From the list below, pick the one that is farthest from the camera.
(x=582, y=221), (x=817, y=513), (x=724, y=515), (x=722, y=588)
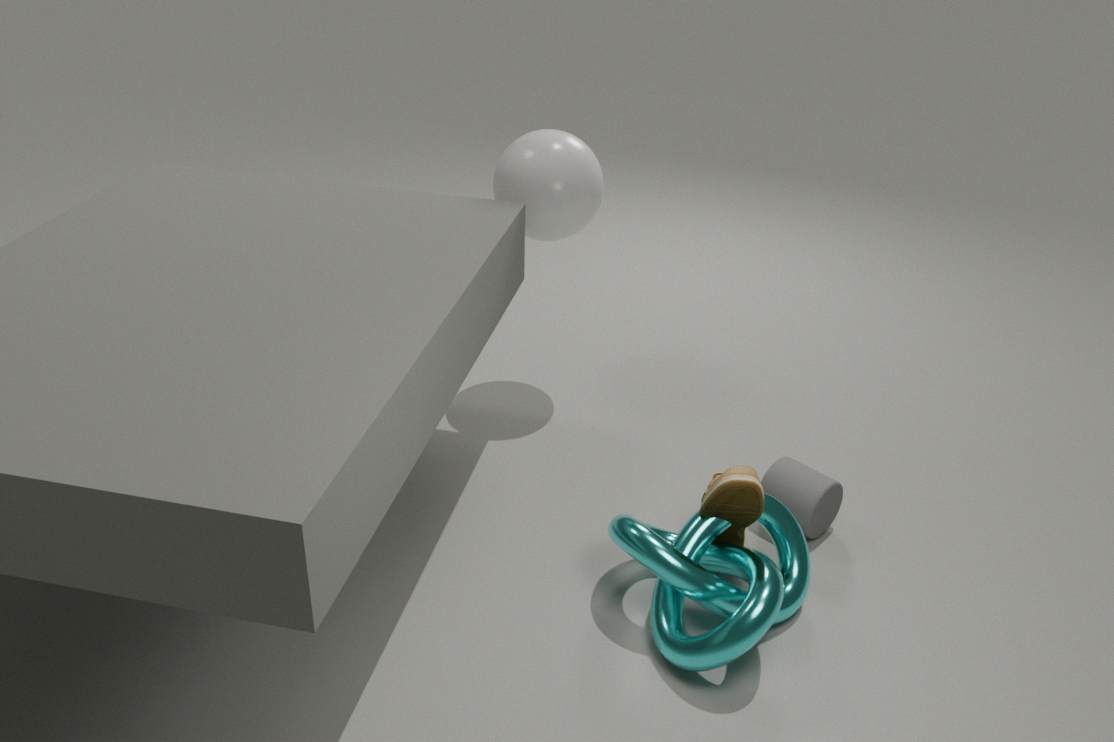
(x=582, y=221)
